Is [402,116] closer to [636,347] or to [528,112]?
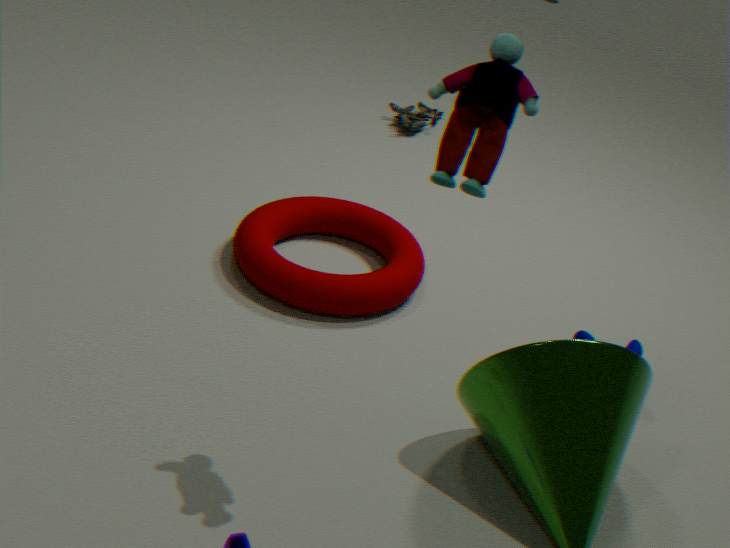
[636,347]
